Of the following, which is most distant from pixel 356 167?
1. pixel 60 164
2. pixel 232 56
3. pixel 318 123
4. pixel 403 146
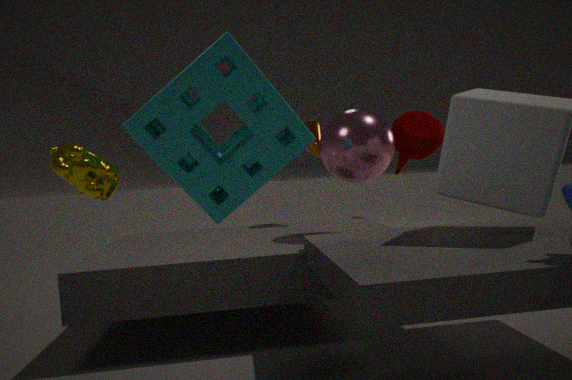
pixel 60 164
